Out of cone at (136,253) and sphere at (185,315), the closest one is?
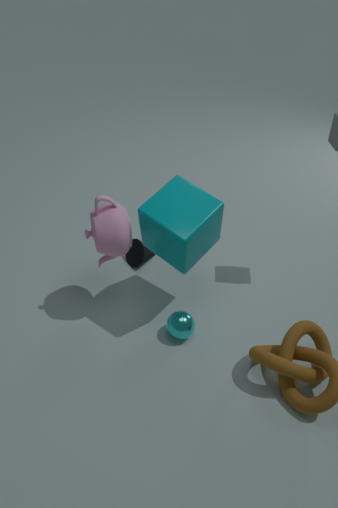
sphere at (185,315)
